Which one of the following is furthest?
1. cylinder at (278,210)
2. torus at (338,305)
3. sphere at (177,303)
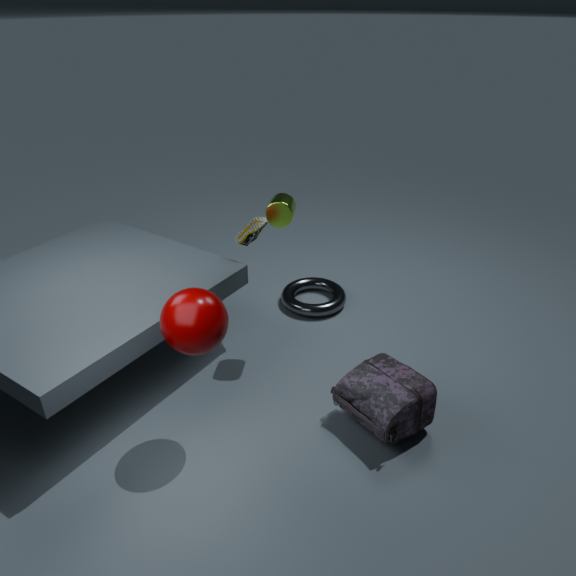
torus at (338,305)
